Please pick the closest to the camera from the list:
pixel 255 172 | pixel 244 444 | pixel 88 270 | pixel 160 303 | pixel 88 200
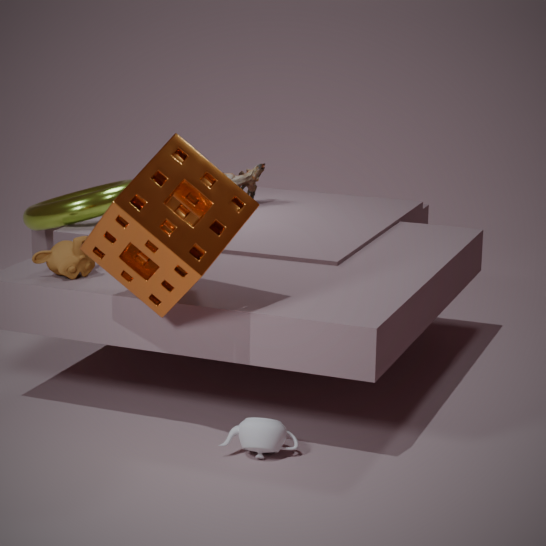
pixel 160 303
